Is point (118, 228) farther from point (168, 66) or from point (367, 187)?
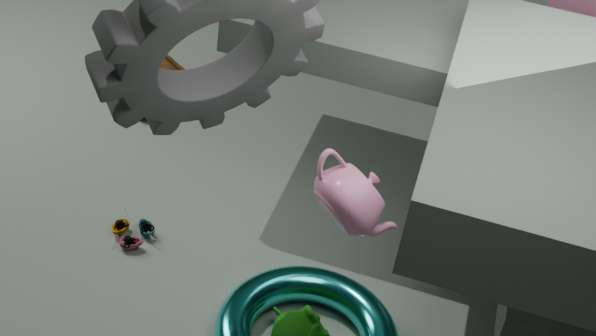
point (367, 187)
